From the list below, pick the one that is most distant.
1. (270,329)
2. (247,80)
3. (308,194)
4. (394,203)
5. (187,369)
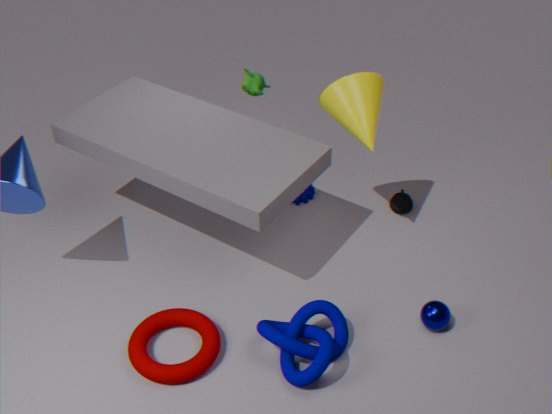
(308,194)
